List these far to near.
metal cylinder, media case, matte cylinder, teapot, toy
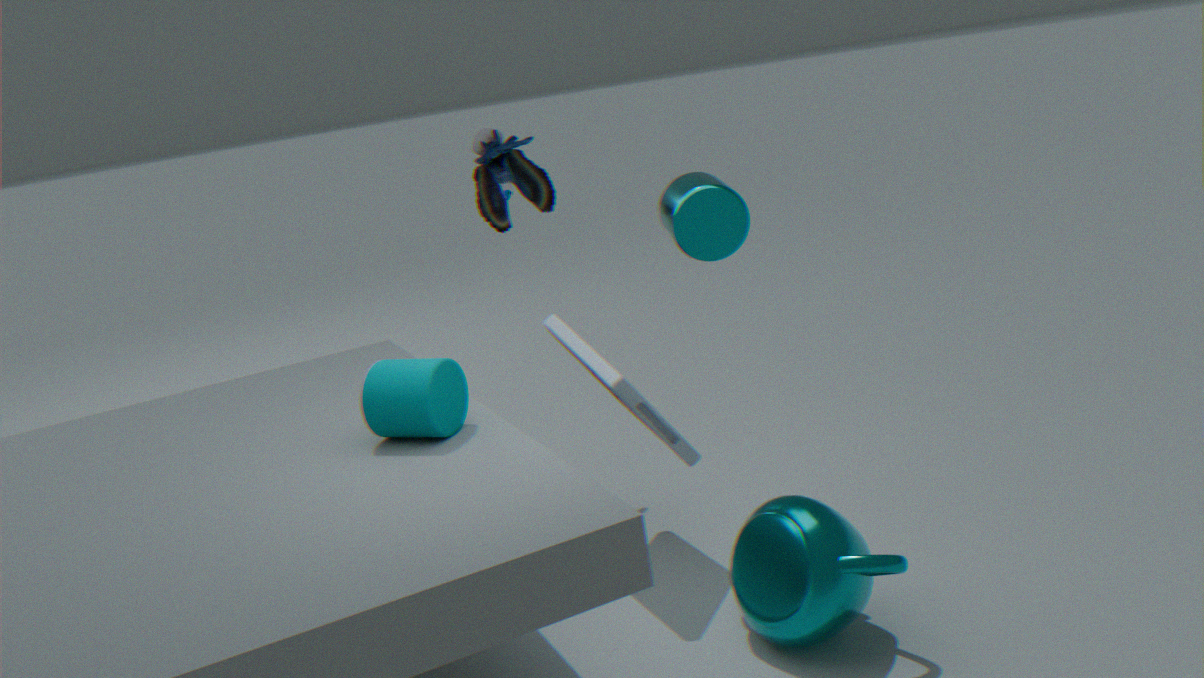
toy, media case, metal cylinder, matte cylinder, teapot
